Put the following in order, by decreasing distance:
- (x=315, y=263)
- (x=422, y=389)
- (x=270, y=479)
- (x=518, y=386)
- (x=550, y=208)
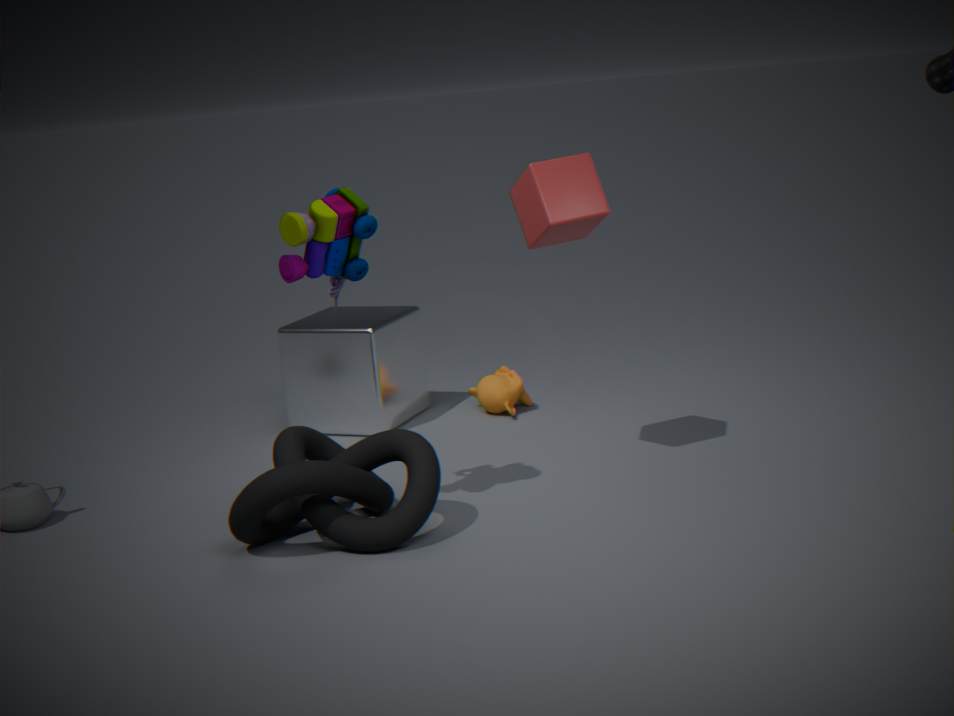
(x=422, y=389), (x=518, y=386), (x=550, y=208), (x=315, y=263), (x=270, y=479)
